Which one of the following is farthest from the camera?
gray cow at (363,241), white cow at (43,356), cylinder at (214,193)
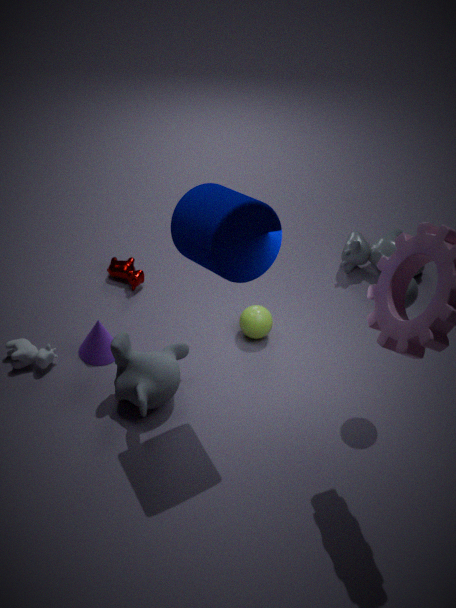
gray cow at (363,241)
